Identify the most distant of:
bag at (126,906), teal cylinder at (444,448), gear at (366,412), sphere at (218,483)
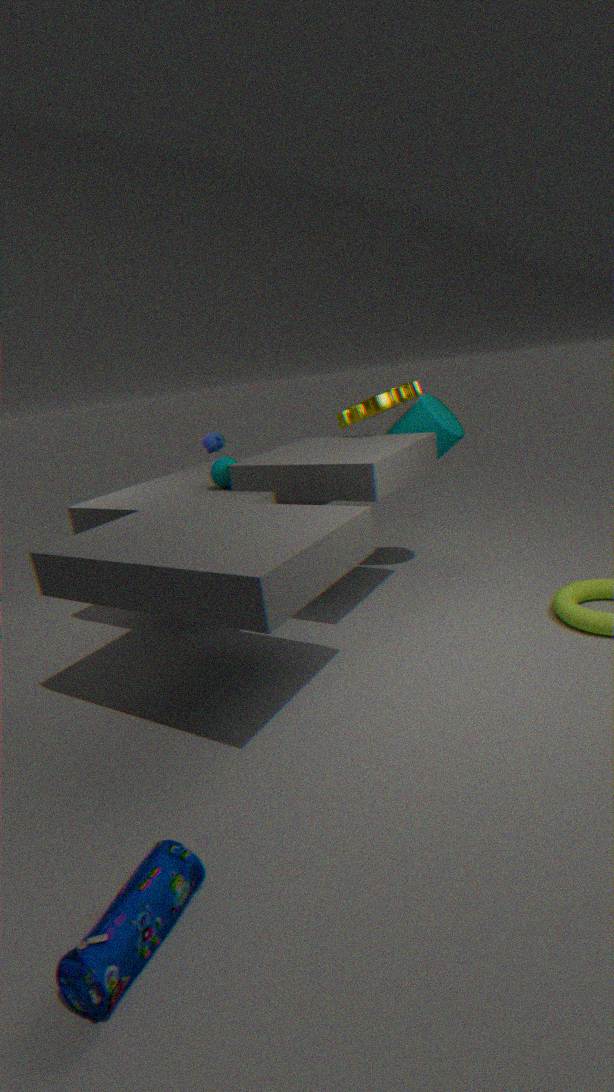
gear at (366,412)
